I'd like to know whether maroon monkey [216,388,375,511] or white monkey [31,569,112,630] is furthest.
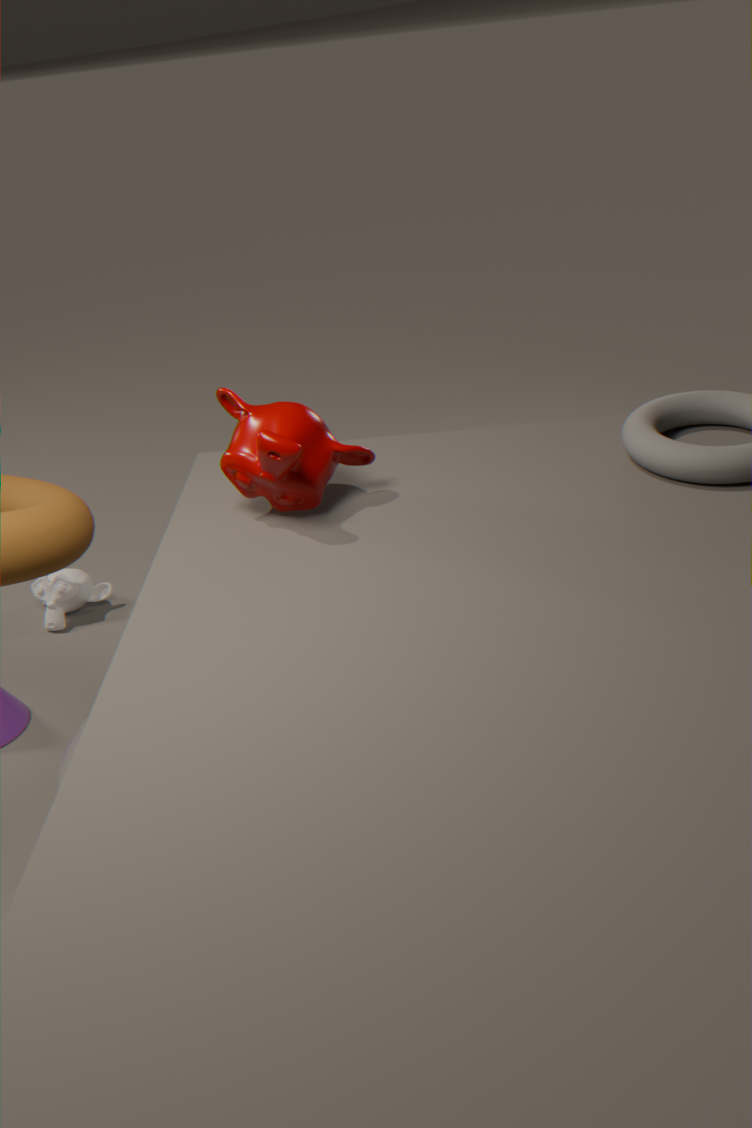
white monkey [31,569,112,630]
